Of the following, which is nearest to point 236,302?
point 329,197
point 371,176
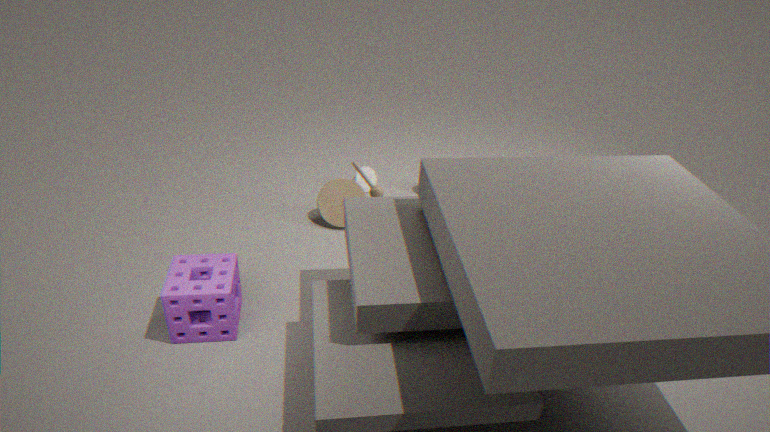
point 329,197
